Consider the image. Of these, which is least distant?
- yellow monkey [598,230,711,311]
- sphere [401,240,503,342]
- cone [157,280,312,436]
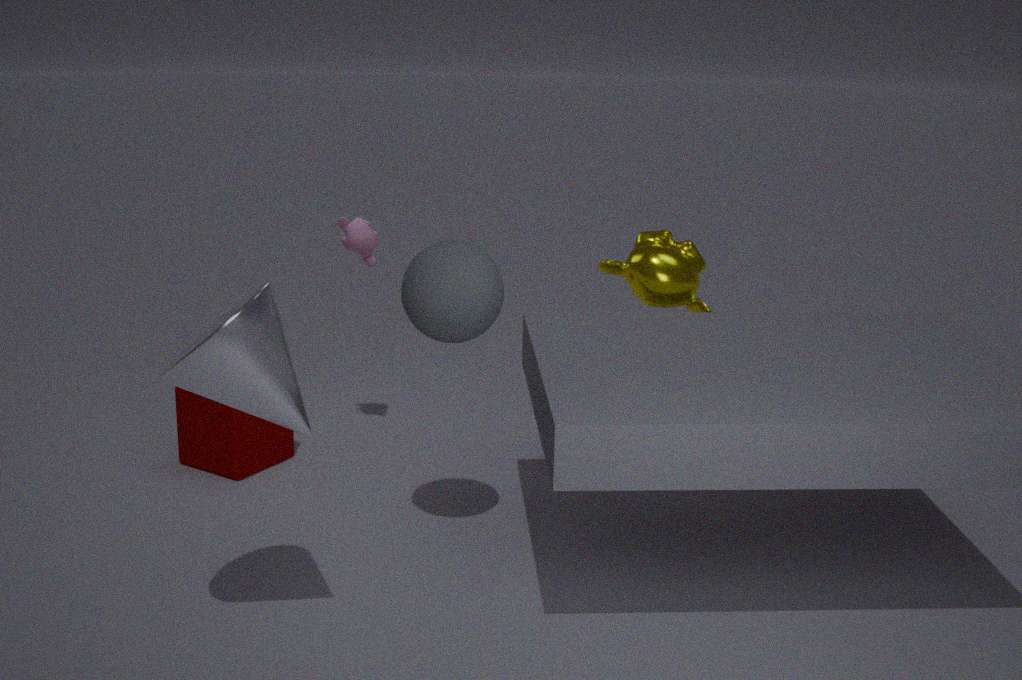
cone [157,280,312,436]
